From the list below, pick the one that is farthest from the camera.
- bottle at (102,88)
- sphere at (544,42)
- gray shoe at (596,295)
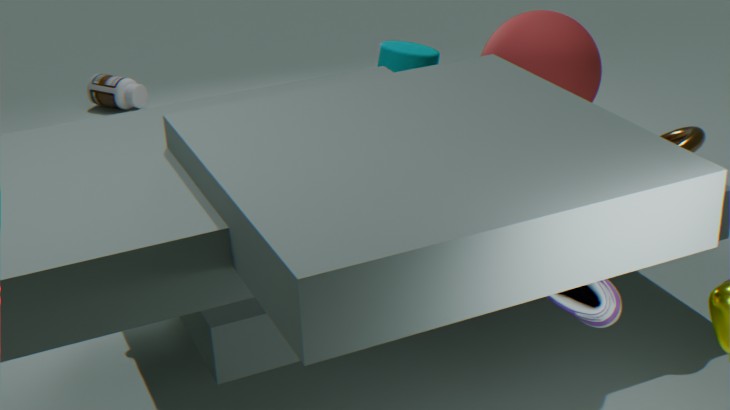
bottle at (102,88)
